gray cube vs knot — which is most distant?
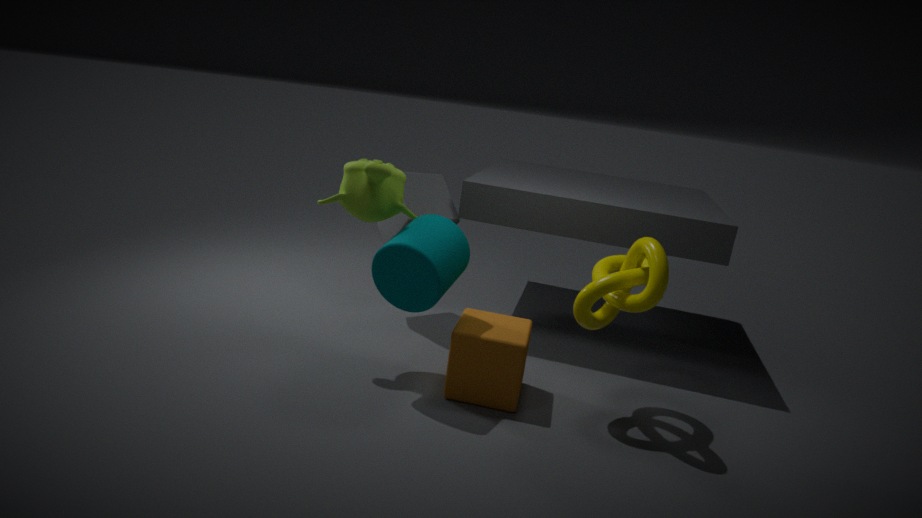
gray cube
